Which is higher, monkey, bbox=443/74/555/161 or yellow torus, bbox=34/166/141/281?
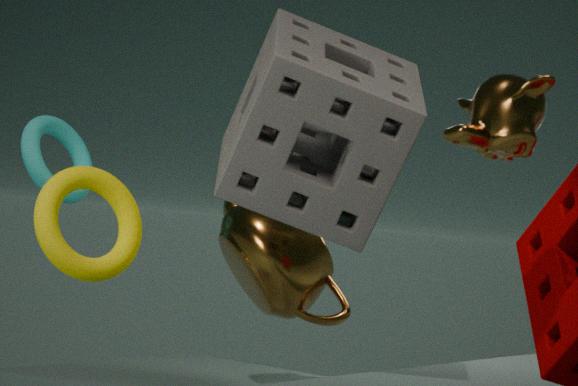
monkey, bbox=443/74/555/161
